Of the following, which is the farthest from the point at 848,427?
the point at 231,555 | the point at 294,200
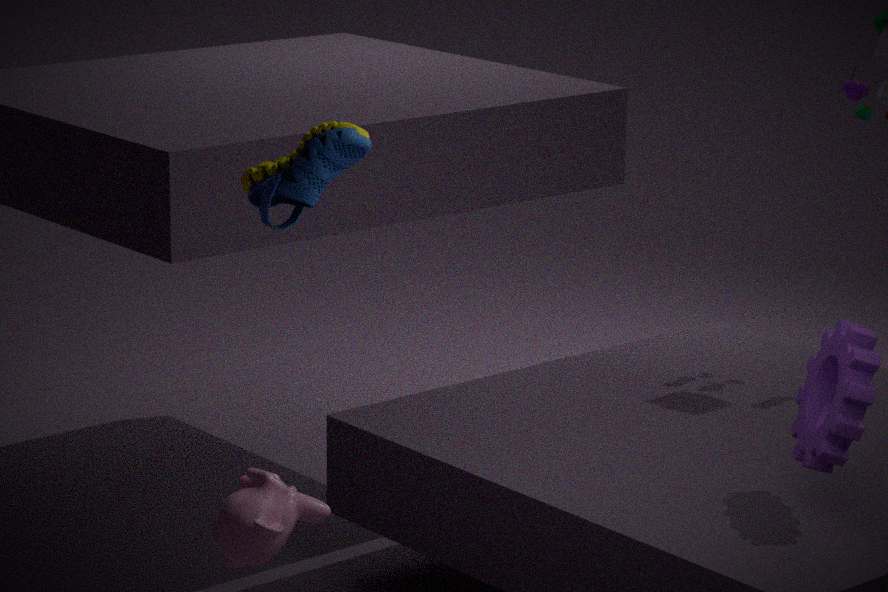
the point at 231,555
